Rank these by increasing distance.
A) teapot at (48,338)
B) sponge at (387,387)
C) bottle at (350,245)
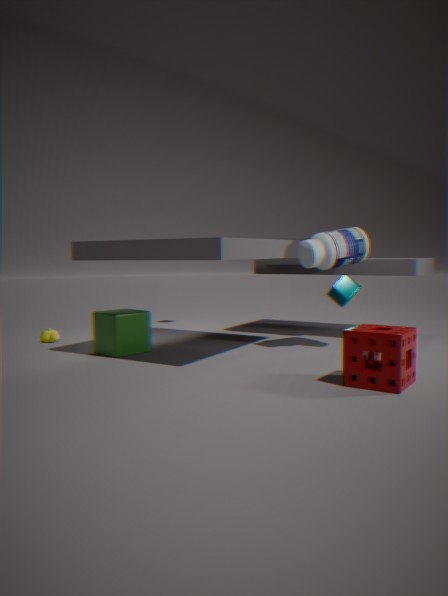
sponge at (387,387) < bottle at (350,245) < teapot at (48,338)
